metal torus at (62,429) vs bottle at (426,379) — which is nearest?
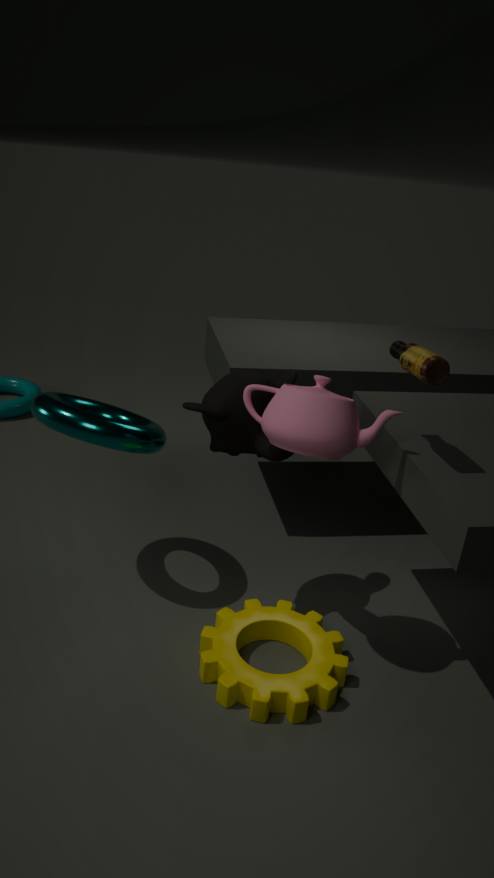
bottle at (426,379)
